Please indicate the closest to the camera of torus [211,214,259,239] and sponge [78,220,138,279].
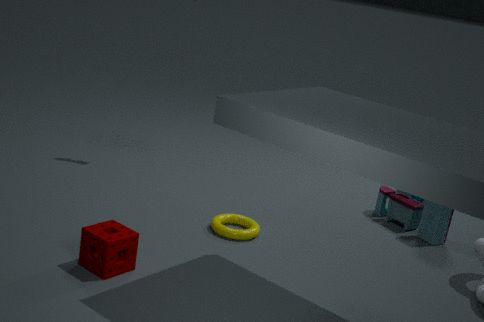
sponge [78,220,138,279]
